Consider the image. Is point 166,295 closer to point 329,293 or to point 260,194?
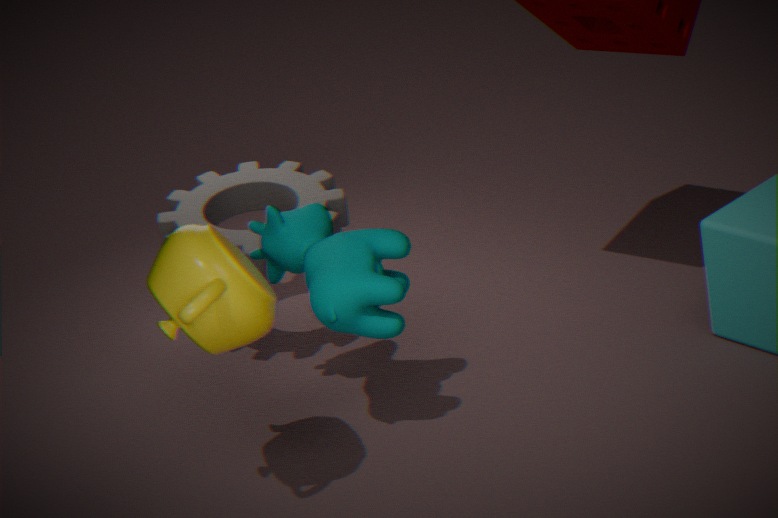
point 329,293
